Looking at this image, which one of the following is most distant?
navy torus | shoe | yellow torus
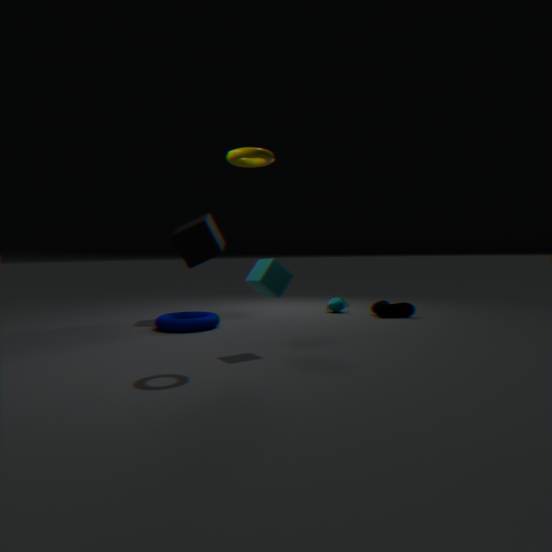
shoe
